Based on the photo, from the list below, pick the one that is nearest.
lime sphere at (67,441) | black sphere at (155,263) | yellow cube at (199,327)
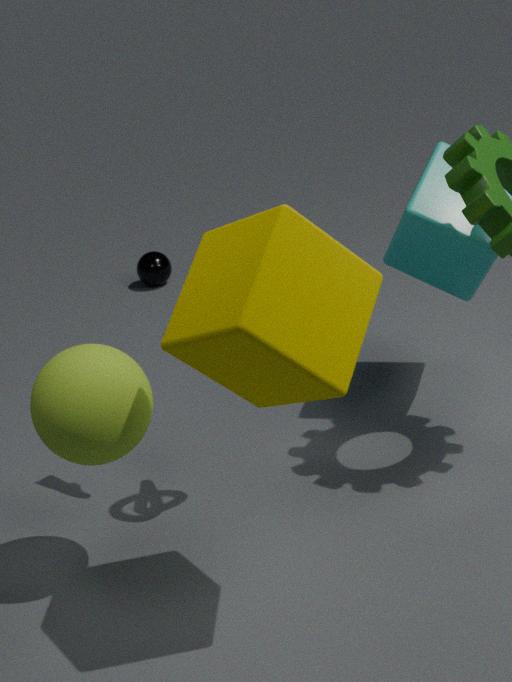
yellow cube at (199,327)
